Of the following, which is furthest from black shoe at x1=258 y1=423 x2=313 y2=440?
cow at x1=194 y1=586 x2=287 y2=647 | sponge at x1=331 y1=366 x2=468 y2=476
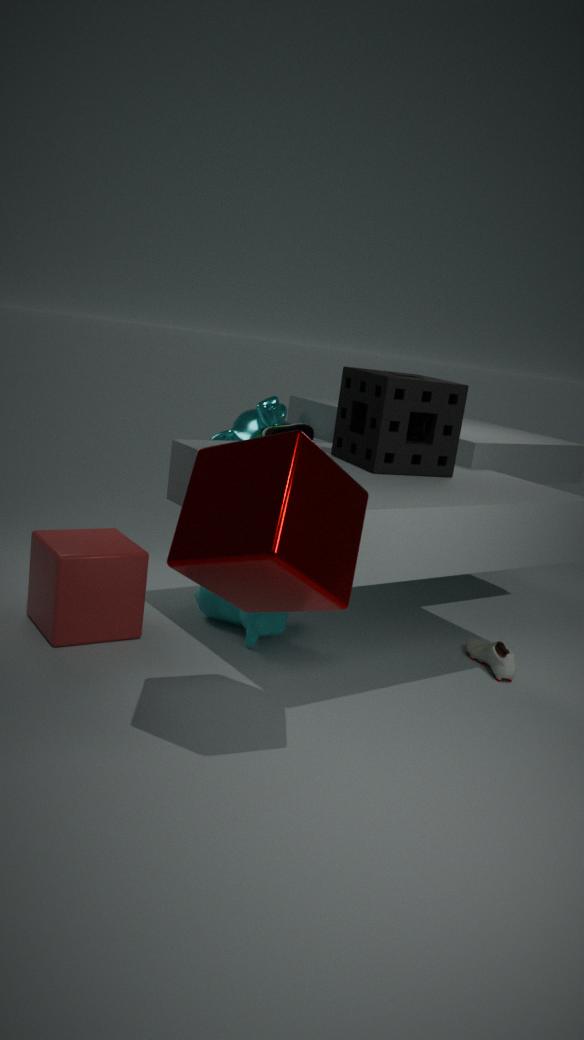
cow at x1=194 y1=586 x2=287 y2=647
